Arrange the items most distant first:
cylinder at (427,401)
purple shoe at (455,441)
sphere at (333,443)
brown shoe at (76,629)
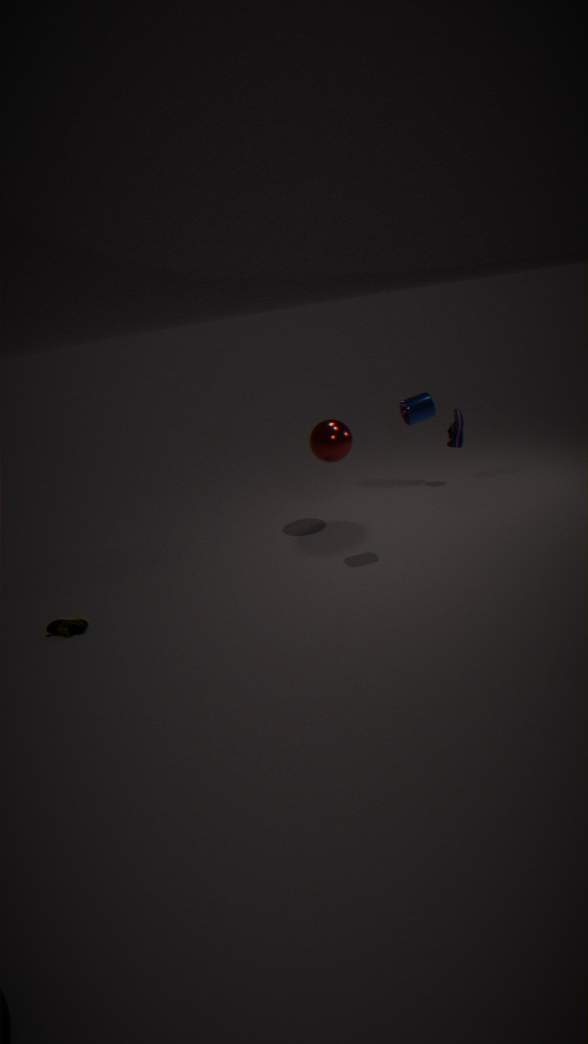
purple shoe at (455,441) < sphere at (333,443) < brown shoe at (76,629) < cylinder at (427,401)
